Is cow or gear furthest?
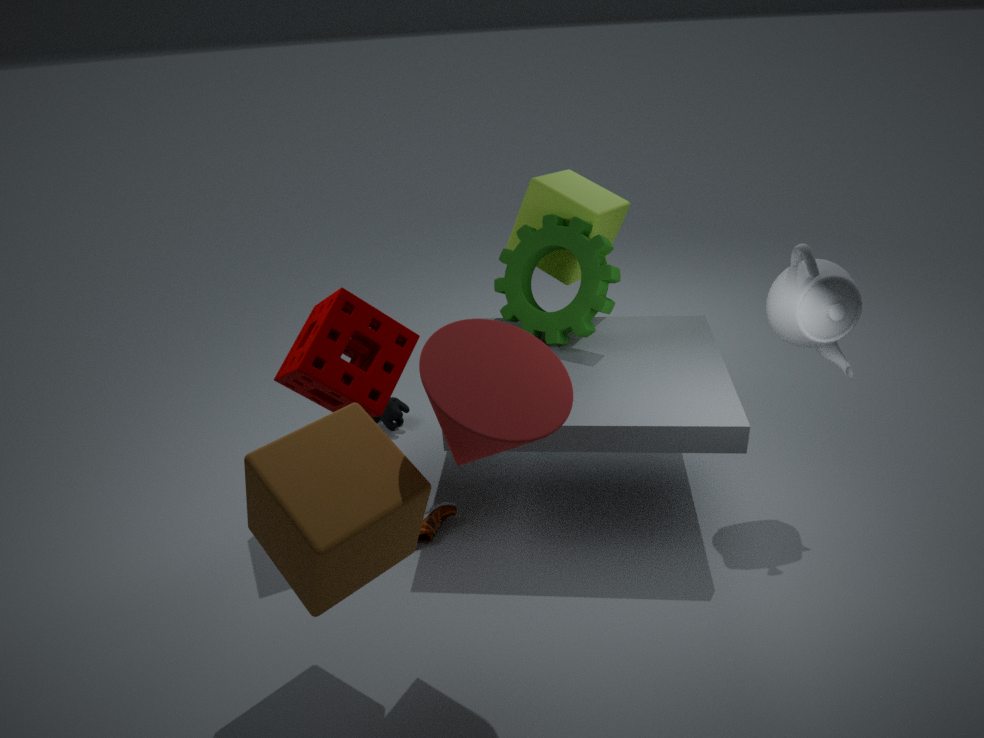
cow
